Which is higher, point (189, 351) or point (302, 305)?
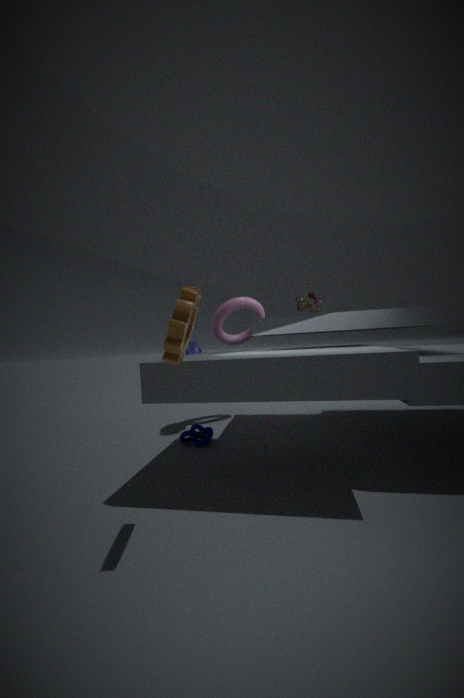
point (302, 305)
